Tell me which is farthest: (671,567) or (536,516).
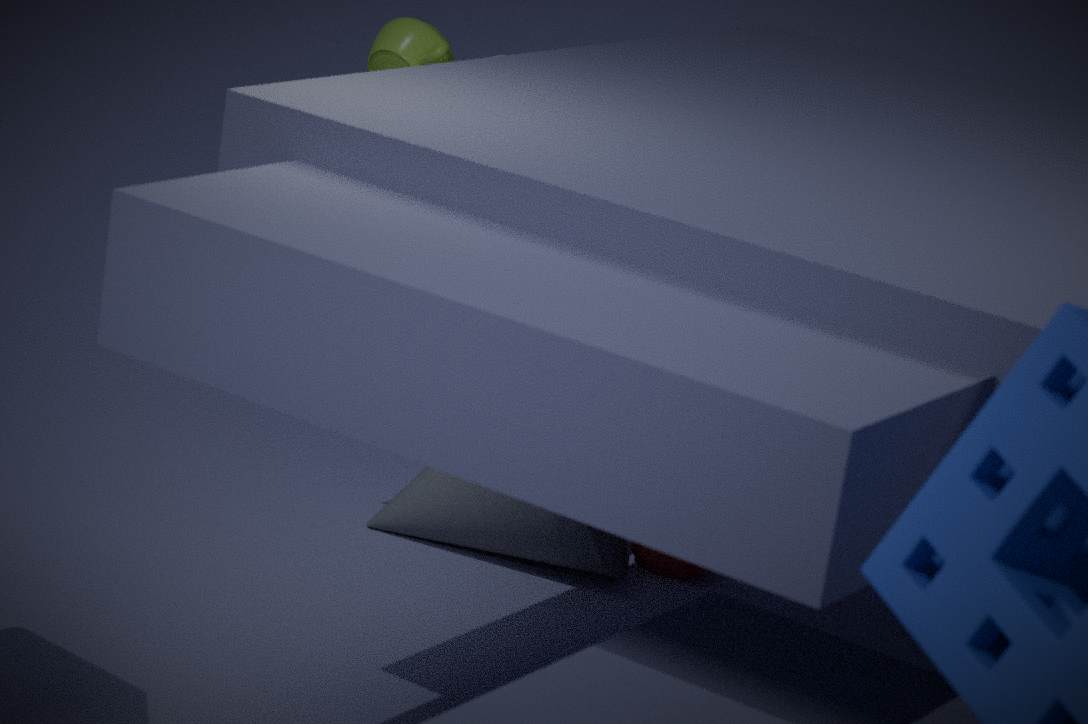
(671,567)
